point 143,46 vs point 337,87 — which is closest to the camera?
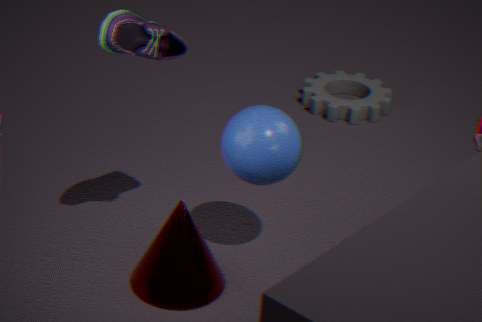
point 143,46
